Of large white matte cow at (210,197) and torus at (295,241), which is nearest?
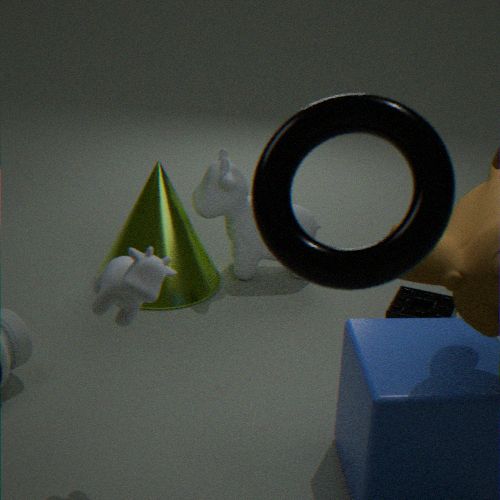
torus at (295,241)
